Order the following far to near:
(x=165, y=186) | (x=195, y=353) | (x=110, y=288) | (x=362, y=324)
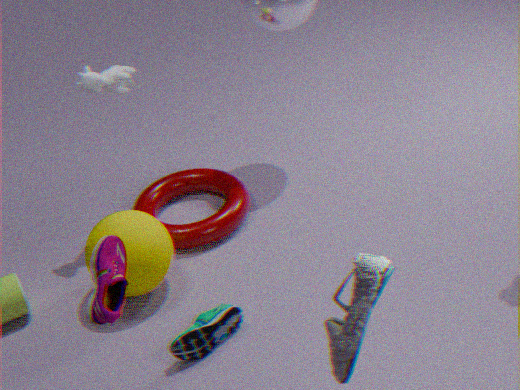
1. (x=165, y=186)
2. (x=195, y=353)
3. (x=110, y=288)
4. (x=362, y=324)
